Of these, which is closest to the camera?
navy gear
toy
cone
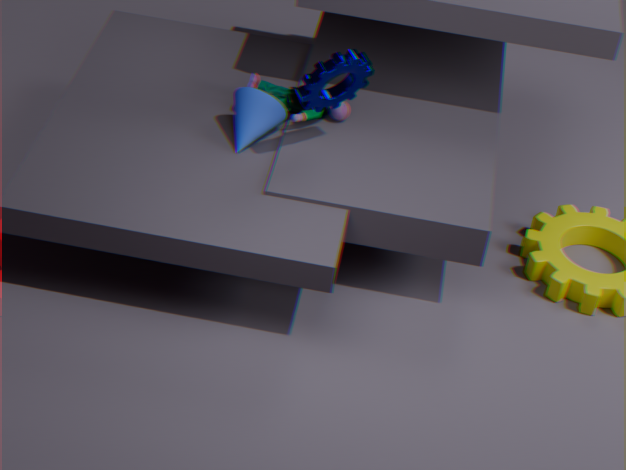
navy gear
